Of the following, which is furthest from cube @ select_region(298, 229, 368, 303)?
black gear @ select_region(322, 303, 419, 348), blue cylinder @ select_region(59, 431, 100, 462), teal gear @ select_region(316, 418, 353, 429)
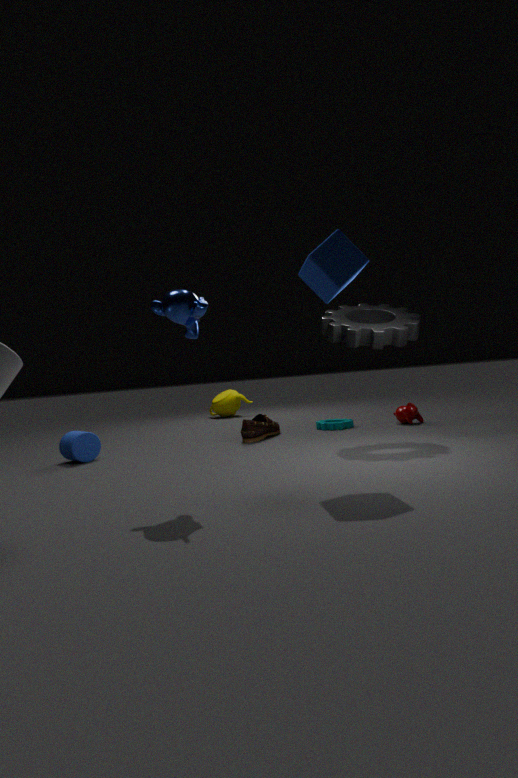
blue cylinder @ select_region(59, 431, 100, 462)
